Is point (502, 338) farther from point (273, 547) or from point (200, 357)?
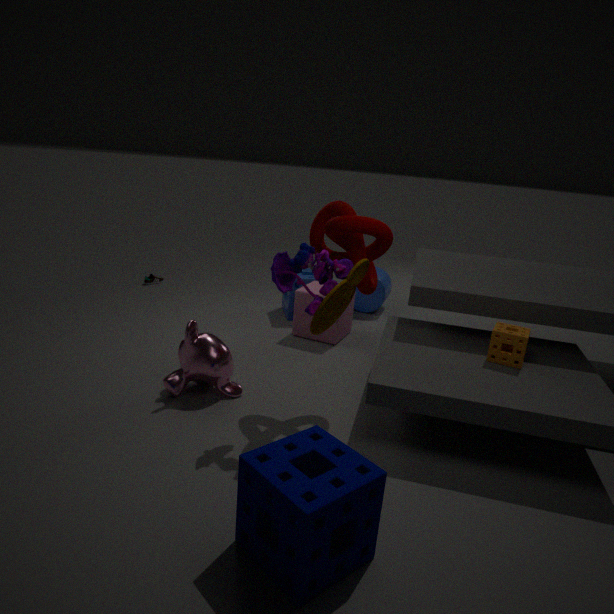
point (200, 357)
